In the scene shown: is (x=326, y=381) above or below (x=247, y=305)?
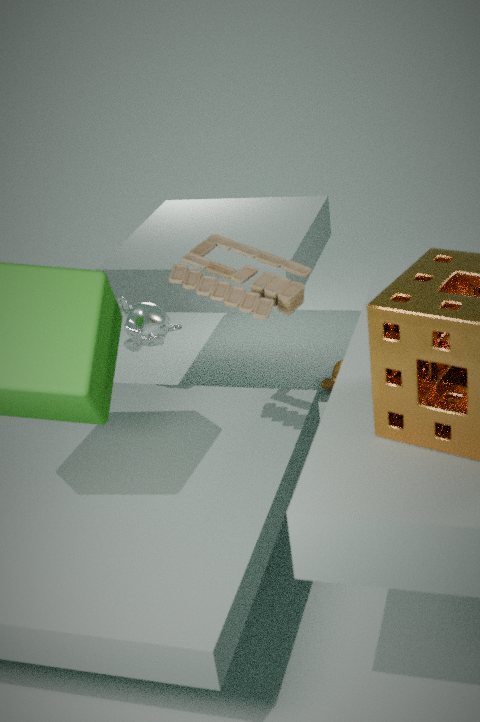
below
